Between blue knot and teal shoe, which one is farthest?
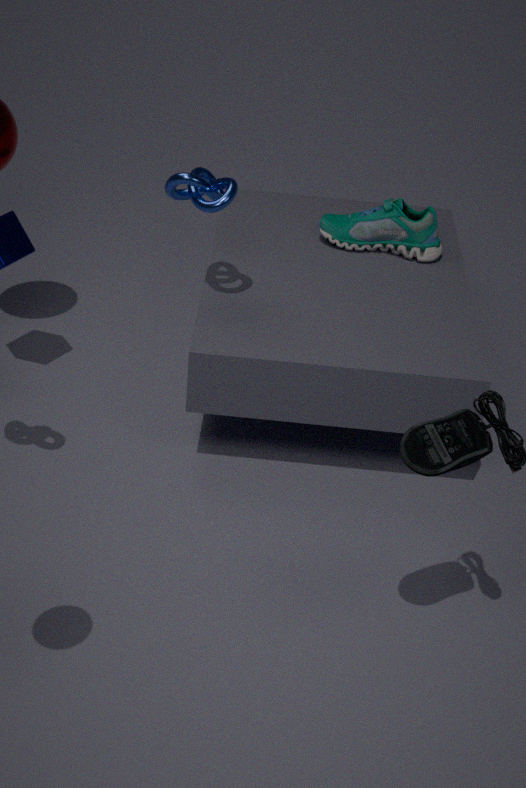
teal shoe
